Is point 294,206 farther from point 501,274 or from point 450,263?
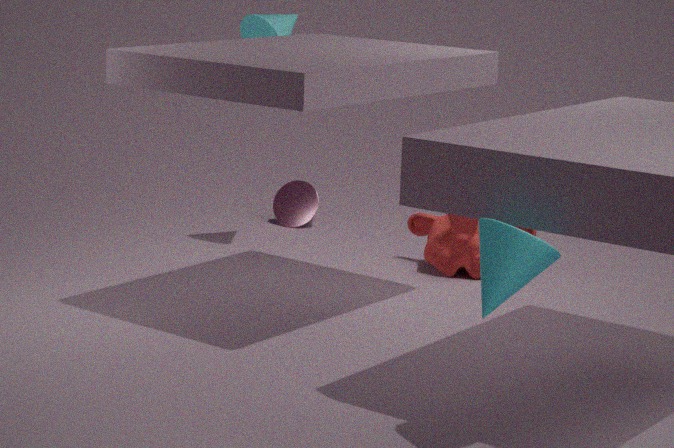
point 501,274
